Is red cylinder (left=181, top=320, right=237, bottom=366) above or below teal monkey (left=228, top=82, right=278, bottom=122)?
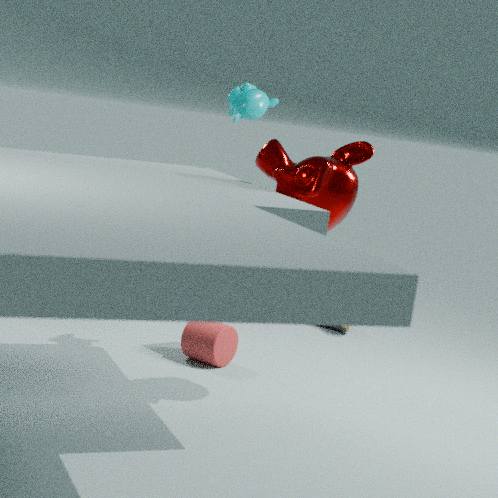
below
